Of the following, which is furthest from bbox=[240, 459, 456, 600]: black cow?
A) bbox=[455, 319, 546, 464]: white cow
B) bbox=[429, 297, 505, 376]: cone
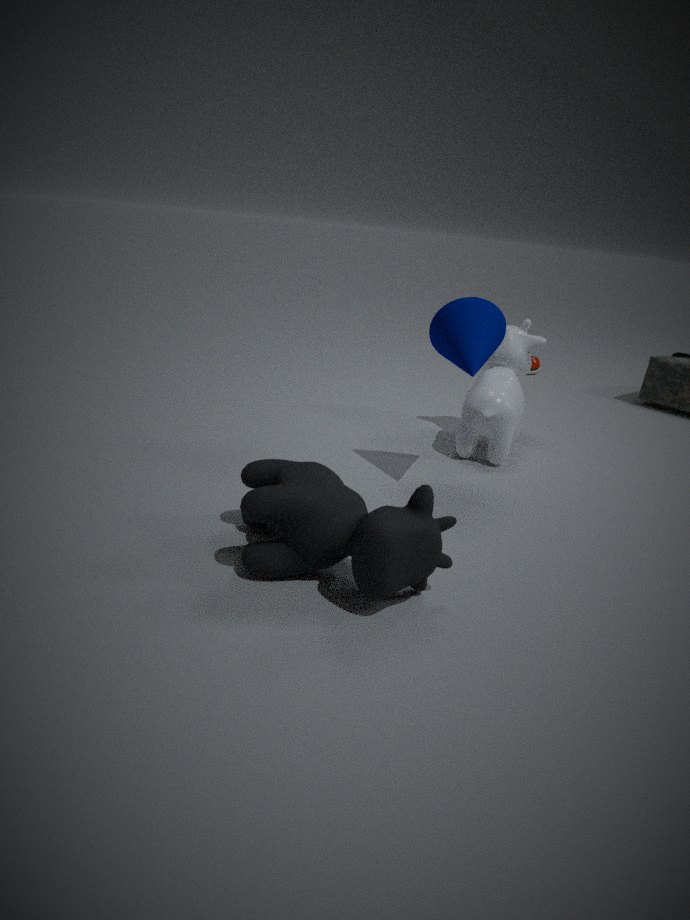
bbox=[455, 319, 546, 464]: white cow
